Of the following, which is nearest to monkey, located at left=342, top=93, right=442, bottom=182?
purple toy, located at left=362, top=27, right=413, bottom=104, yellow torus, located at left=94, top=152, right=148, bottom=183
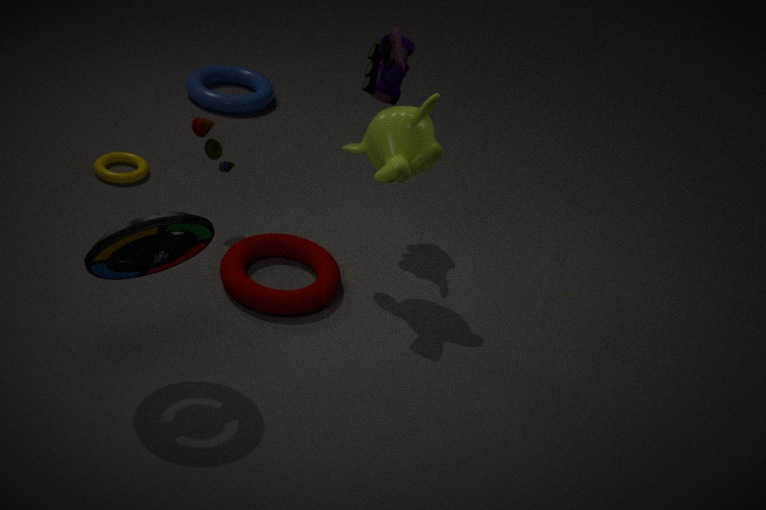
purple toy, located at left=362, top=27, right=413, bottom=104
